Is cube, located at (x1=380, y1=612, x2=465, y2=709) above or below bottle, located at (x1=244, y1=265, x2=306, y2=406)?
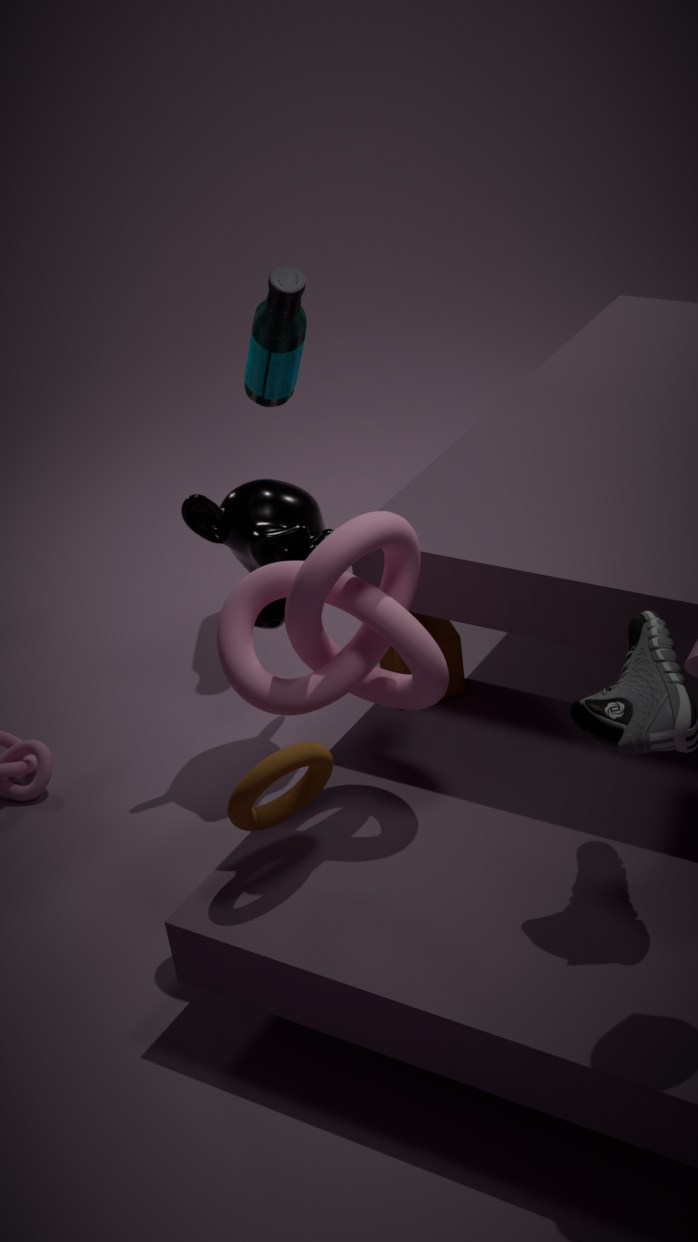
below
